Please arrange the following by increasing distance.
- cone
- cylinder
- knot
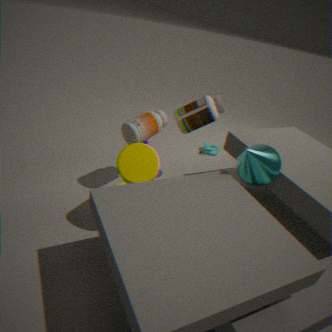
cylinder < cone < knot
